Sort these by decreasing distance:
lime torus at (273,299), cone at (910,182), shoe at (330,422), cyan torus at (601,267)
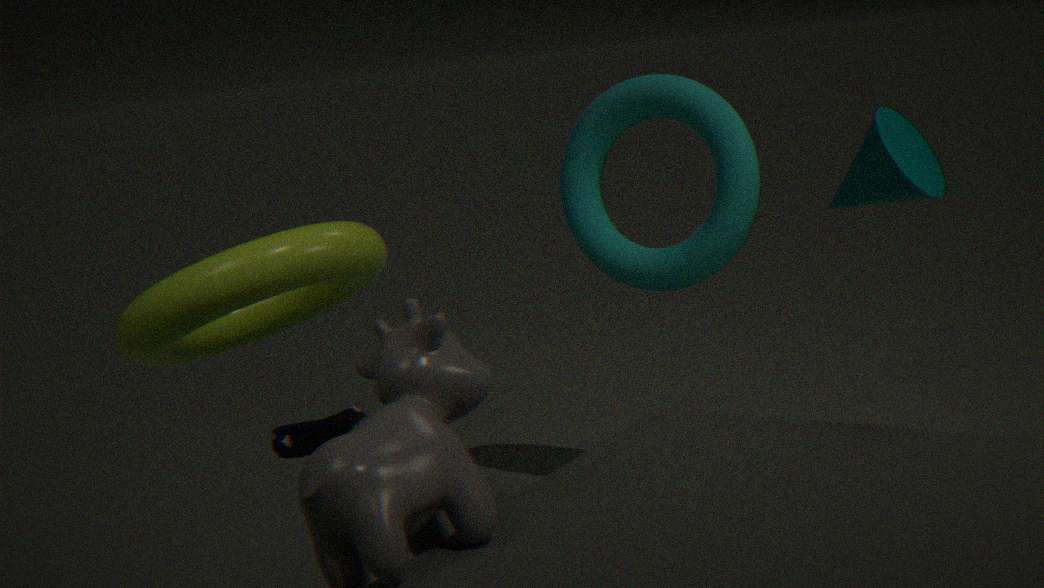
cyan torus at (601,267) < cone at (910,182) < lime torus at (273,299) < shoe at (330,422)
